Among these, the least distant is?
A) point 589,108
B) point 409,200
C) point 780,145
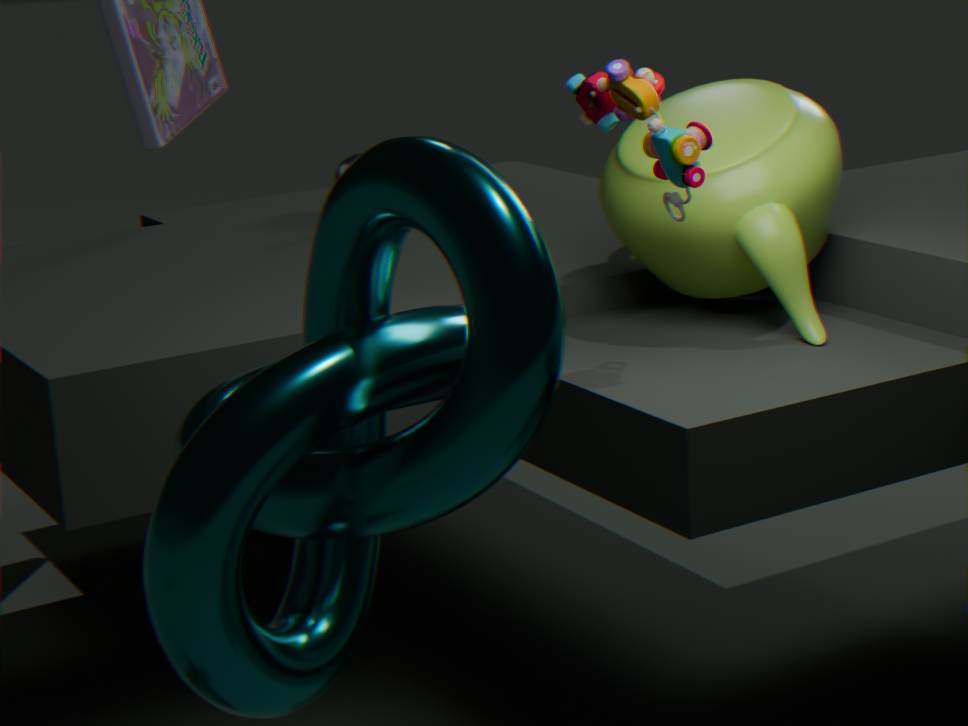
point 409,200
